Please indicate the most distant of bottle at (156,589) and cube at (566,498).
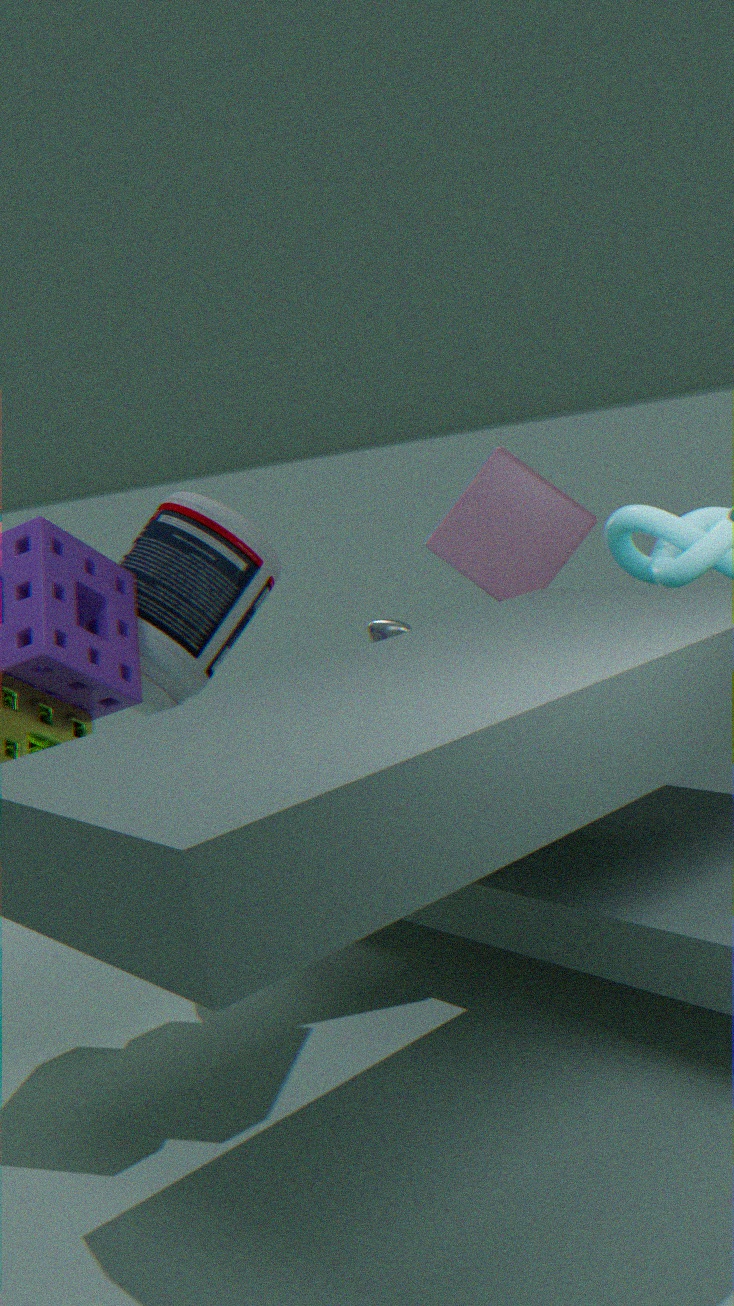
cube at (566,498)
